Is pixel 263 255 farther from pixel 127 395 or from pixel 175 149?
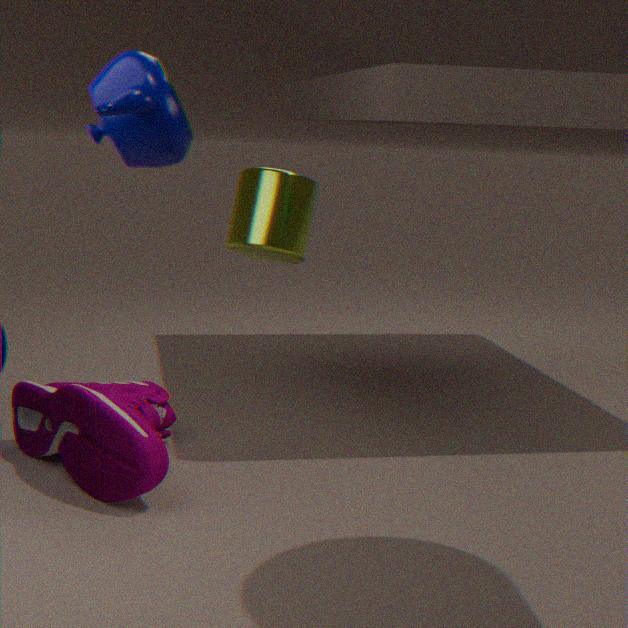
pixel 175 149
